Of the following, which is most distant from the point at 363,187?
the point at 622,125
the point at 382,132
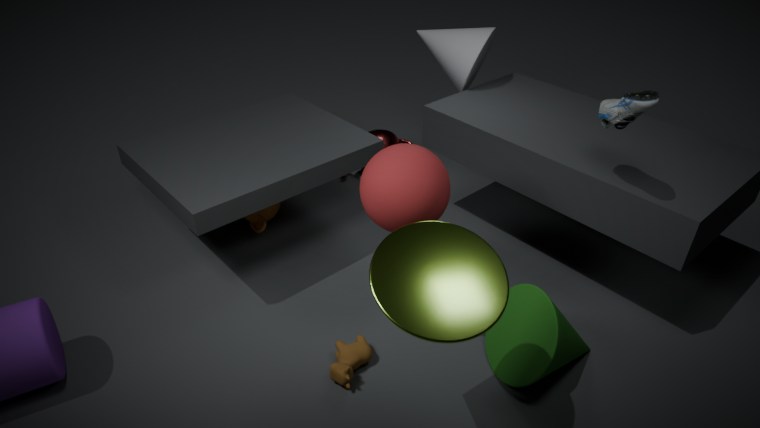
the point at 382,132
